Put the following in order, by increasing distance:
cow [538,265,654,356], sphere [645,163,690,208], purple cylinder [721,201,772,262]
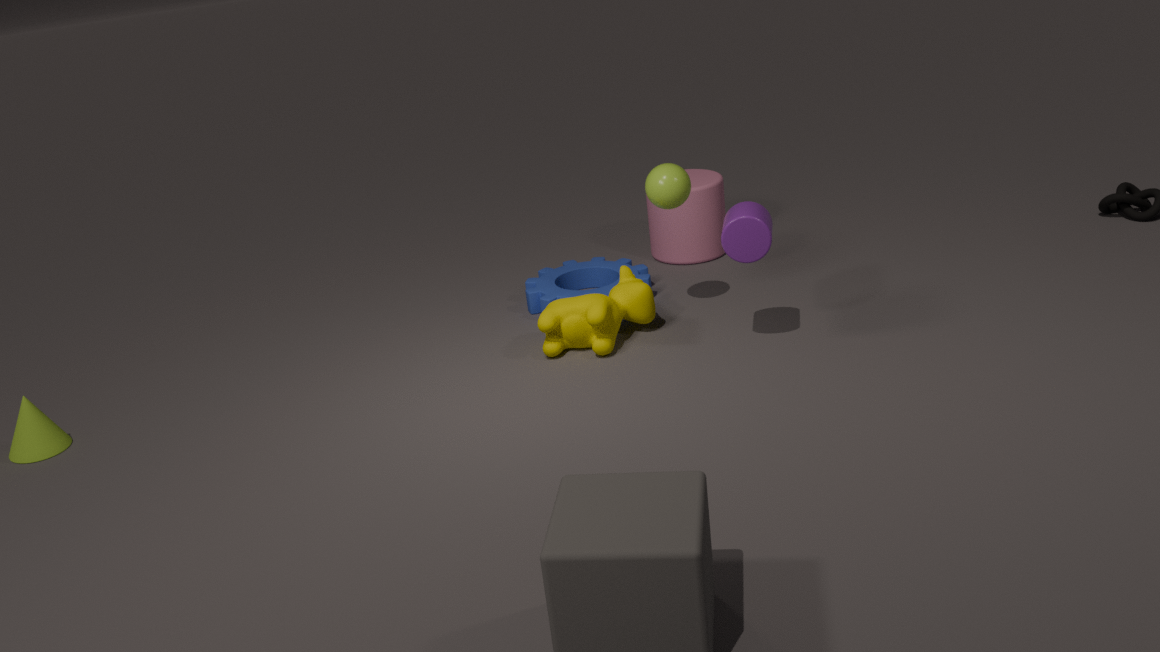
purple cylinder [721,201,772,262], cow [538,265,654,356], sphere [645,163,690,208]
